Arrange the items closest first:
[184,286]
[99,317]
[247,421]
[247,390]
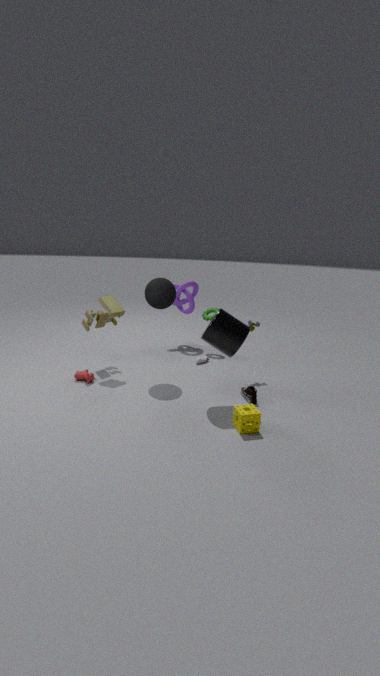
[247,421]
[247,390]
[99,317]
[184,286]
